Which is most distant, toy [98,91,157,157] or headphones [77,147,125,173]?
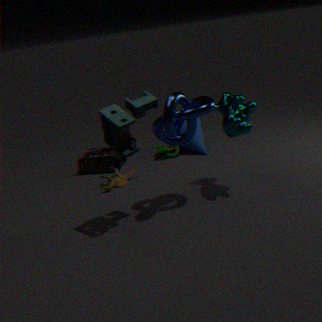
headphones [77,147,125,173]
